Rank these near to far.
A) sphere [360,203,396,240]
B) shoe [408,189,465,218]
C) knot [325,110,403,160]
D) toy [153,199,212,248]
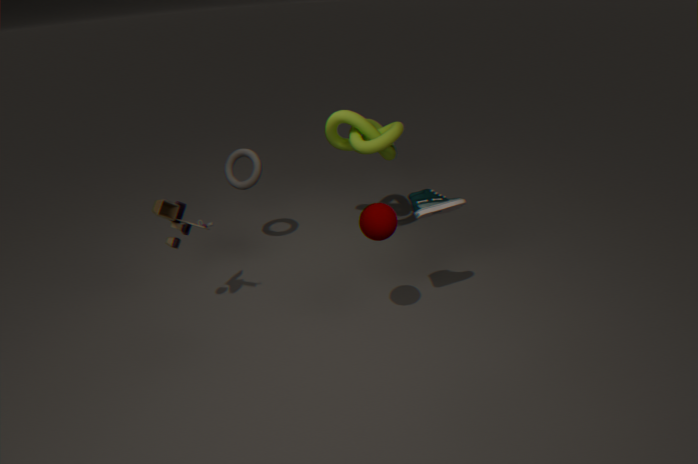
sphere [360,203,396,240], toy [153,199,212,248], shoe [408,189,465,218], knot [325,110,403,160]
